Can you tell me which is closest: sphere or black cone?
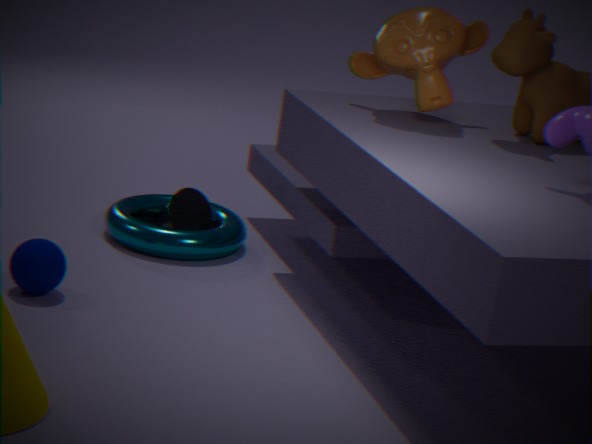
sphere
